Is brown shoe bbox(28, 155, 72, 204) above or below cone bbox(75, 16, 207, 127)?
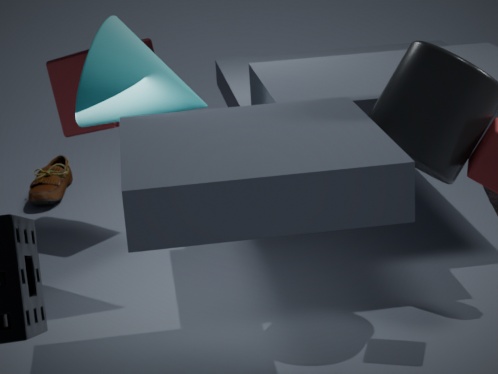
below
